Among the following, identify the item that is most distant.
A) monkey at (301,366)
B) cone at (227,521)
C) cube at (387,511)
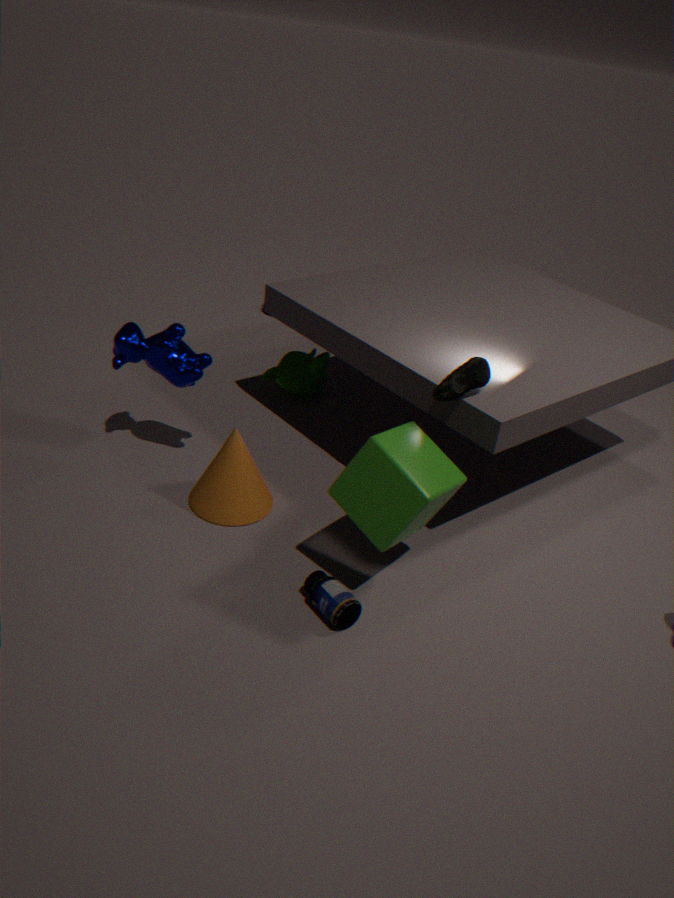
monkey at (301,366)
